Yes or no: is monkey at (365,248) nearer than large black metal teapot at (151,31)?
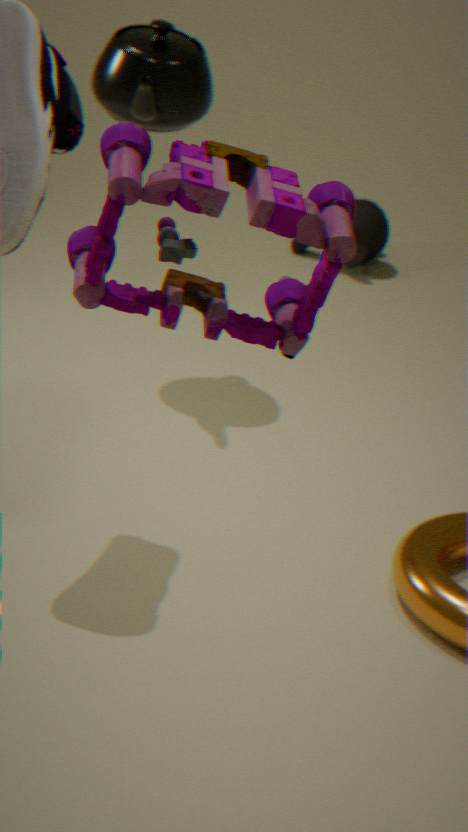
No
